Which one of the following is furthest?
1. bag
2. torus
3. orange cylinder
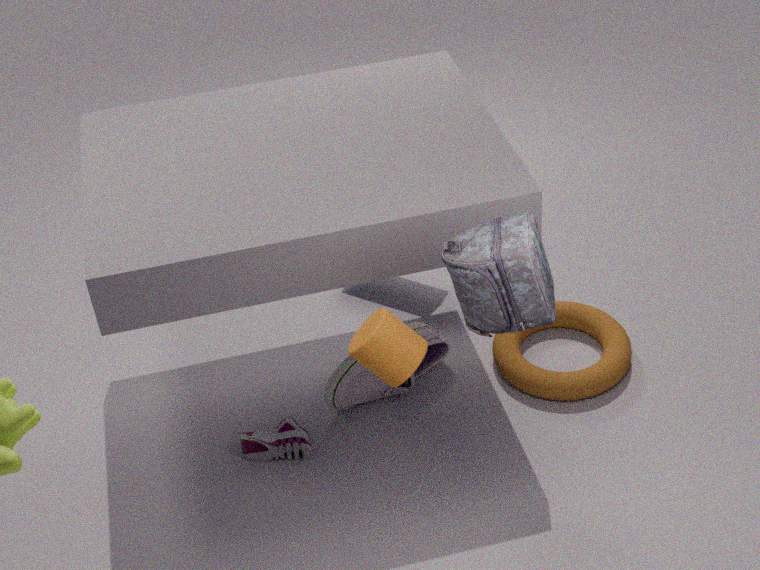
torus
